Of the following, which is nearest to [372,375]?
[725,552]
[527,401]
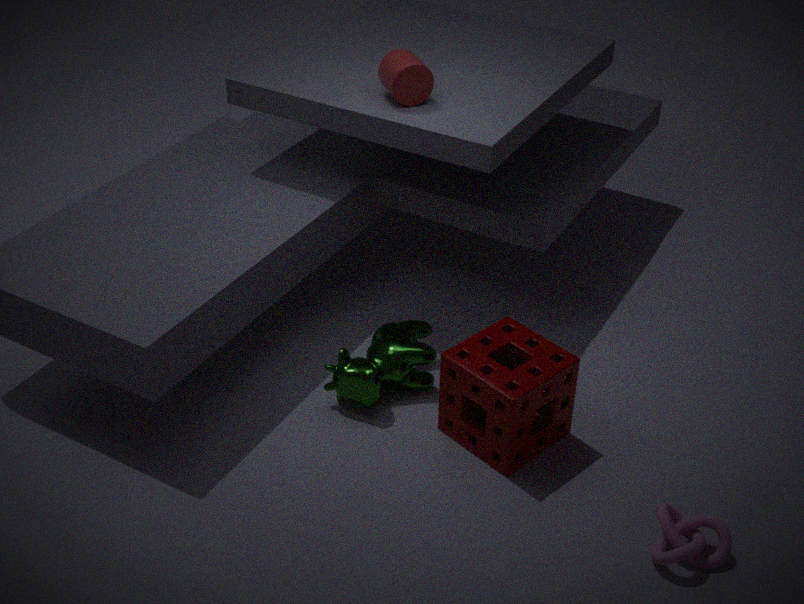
[527,401]
